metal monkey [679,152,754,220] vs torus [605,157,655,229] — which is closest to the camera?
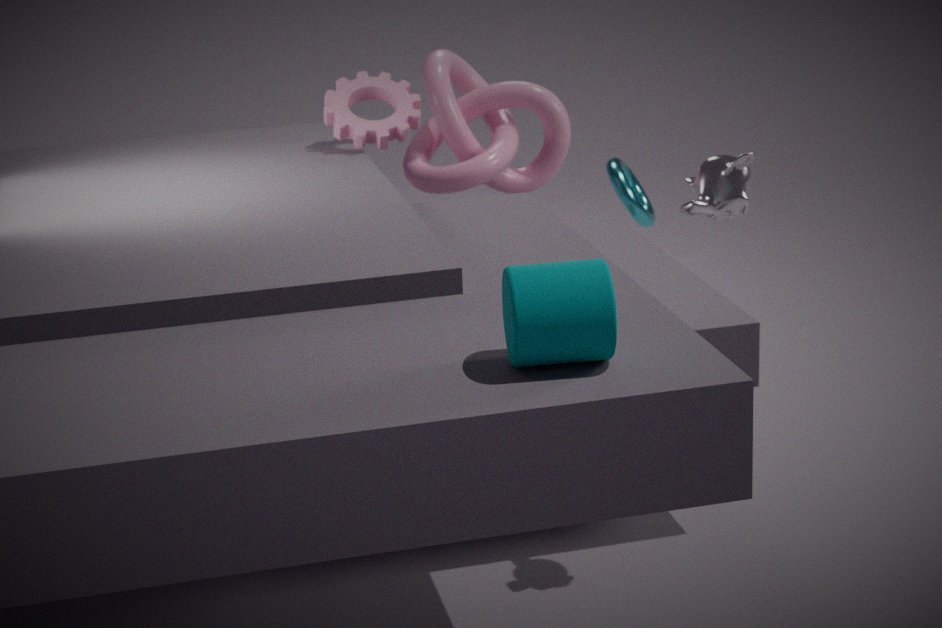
metal monkey [679,152,754,220]
